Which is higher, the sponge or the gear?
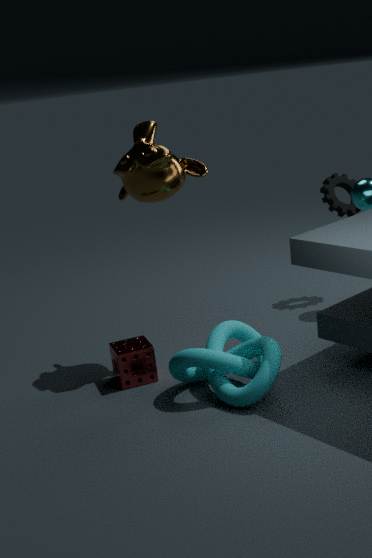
the gear
